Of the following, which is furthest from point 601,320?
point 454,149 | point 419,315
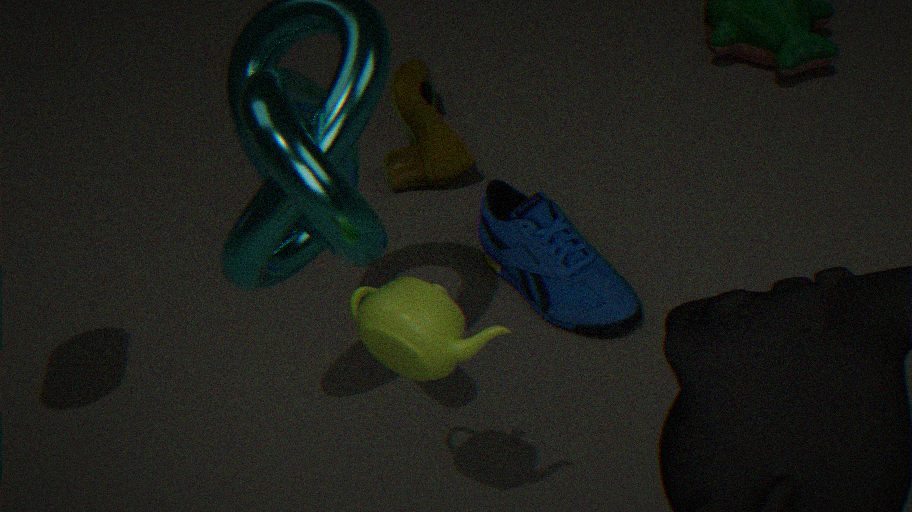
point 419,315
